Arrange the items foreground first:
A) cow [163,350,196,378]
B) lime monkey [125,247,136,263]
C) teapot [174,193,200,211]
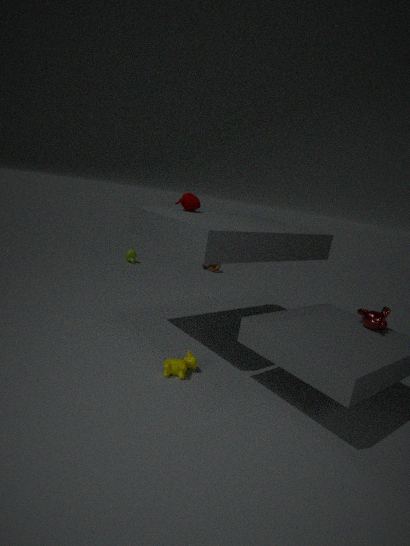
1. cow [163,350,196,378]
2. teapot [174,193,200,211]
3. lime monkey [125,247,136,263]
